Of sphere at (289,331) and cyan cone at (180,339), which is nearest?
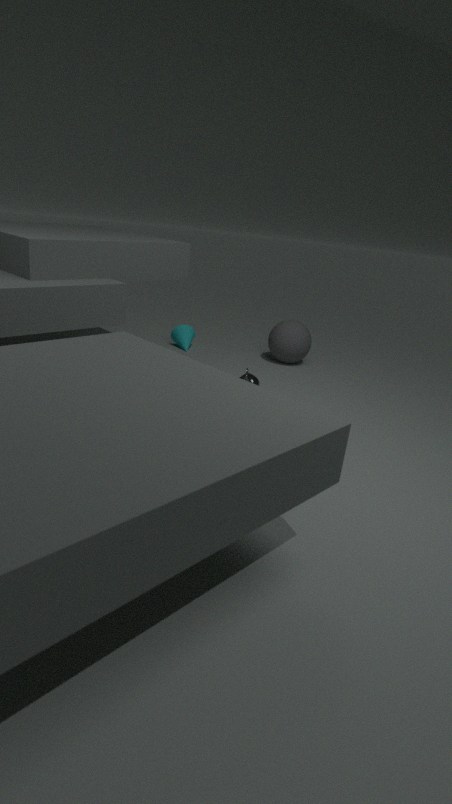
sphere at (289,331)
